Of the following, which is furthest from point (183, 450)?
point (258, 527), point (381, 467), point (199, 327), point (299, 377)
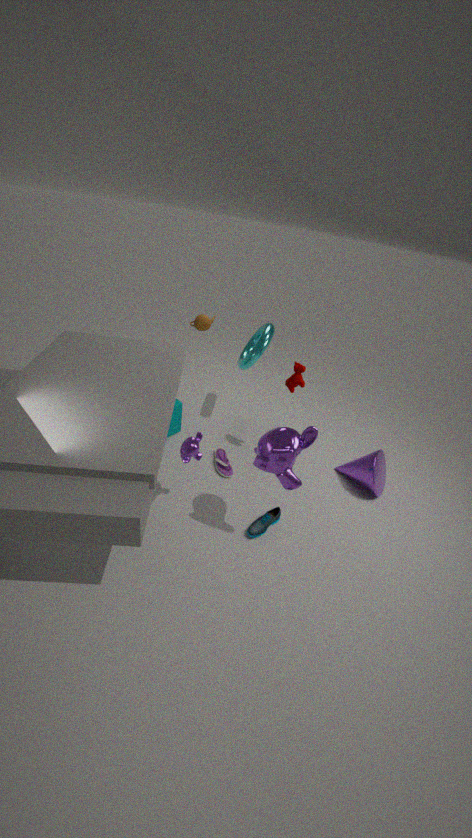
point (381, 467)
